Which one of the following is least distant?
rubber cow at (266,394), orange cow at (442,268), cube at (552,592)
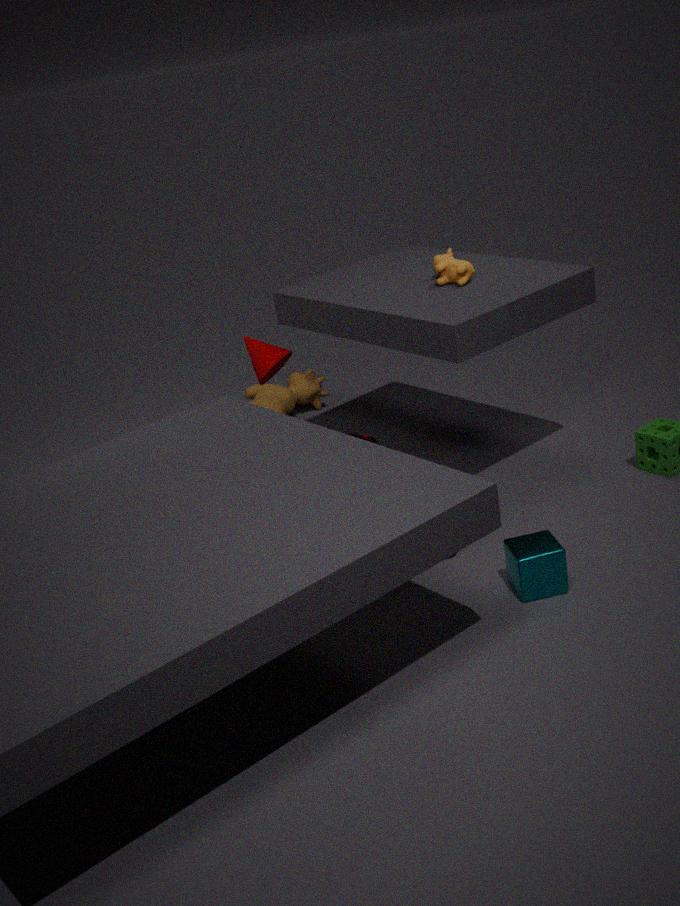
cube at (552,592)
